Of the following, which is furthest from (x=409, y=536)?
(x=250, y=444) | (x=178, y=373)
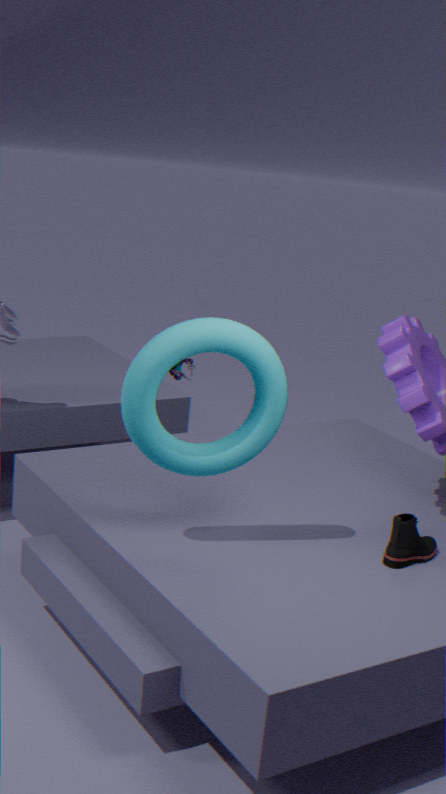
(x=178, y=373)
